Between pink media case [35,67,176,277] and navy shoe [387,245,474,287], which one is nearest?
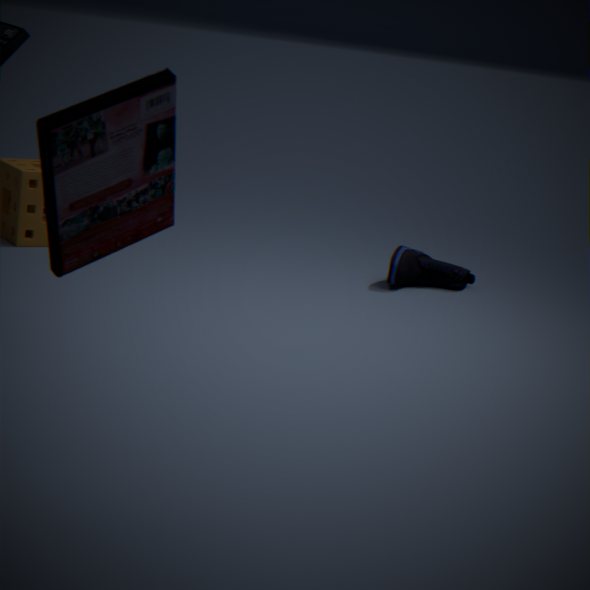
pink media case [35,67,176,277]
